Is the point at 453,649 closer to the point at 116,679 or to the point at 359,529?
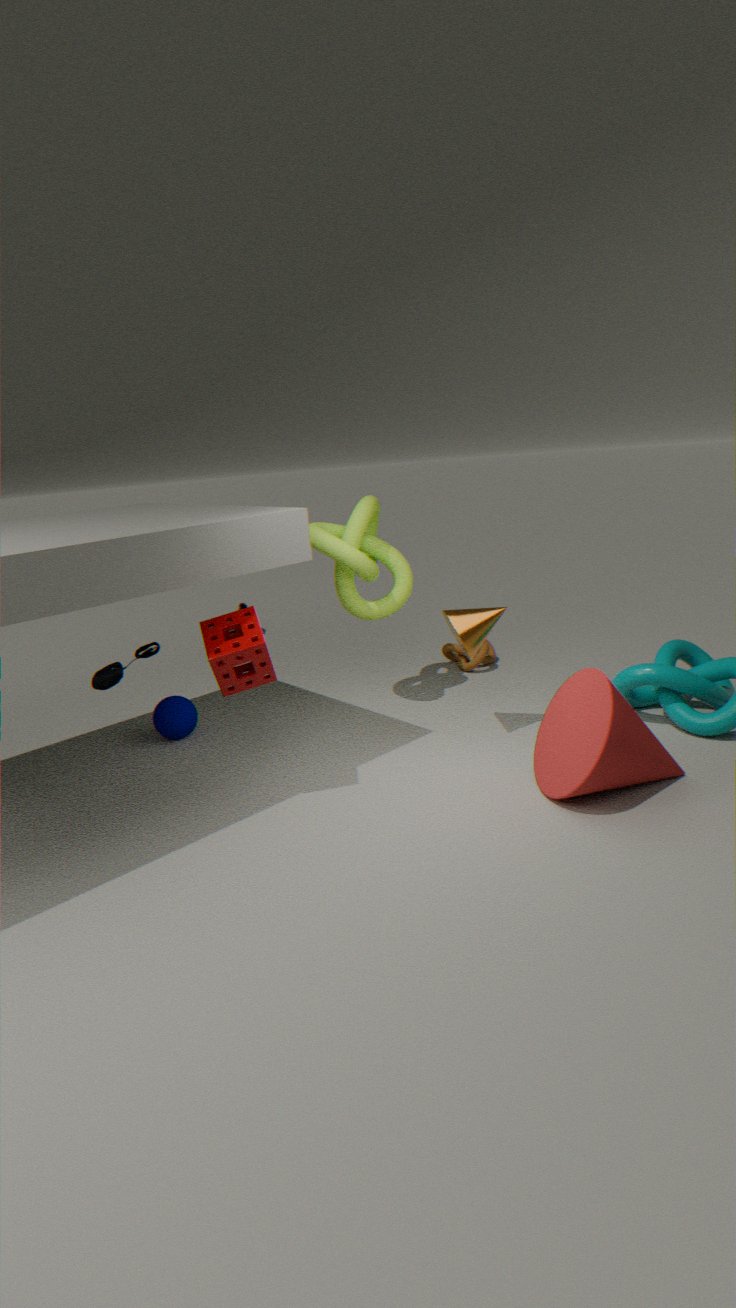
the point at 359,529
